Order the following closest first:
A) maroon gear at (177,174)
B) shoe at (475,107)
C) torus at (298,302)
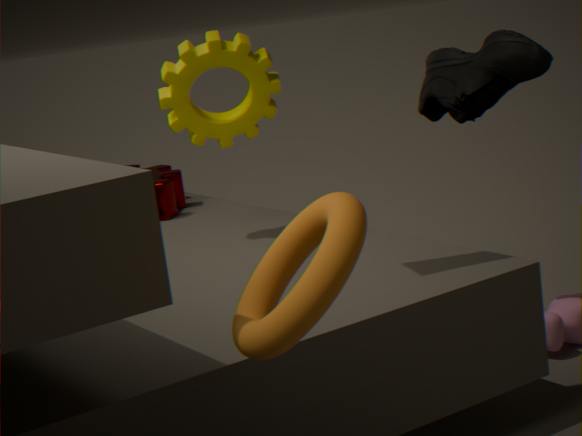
torus at (298,302), shoe at (475,107), maroon gear at (177,174)
